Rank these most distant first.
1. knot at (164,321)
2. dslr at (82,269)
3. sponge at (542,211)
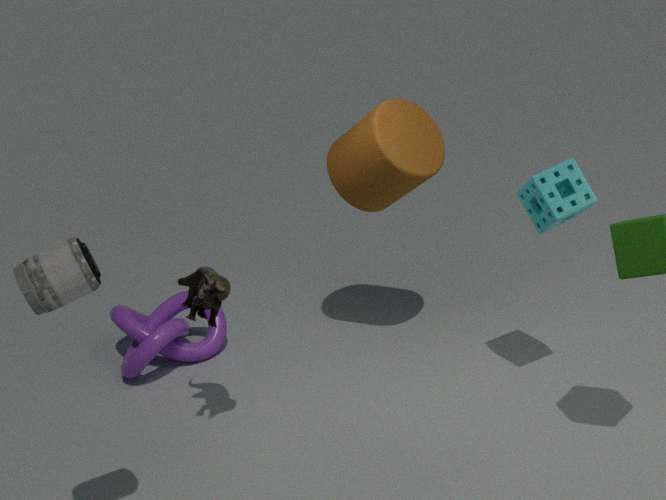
knot at (164,321) → sponge at (542,211) → dslr at (82,269)
